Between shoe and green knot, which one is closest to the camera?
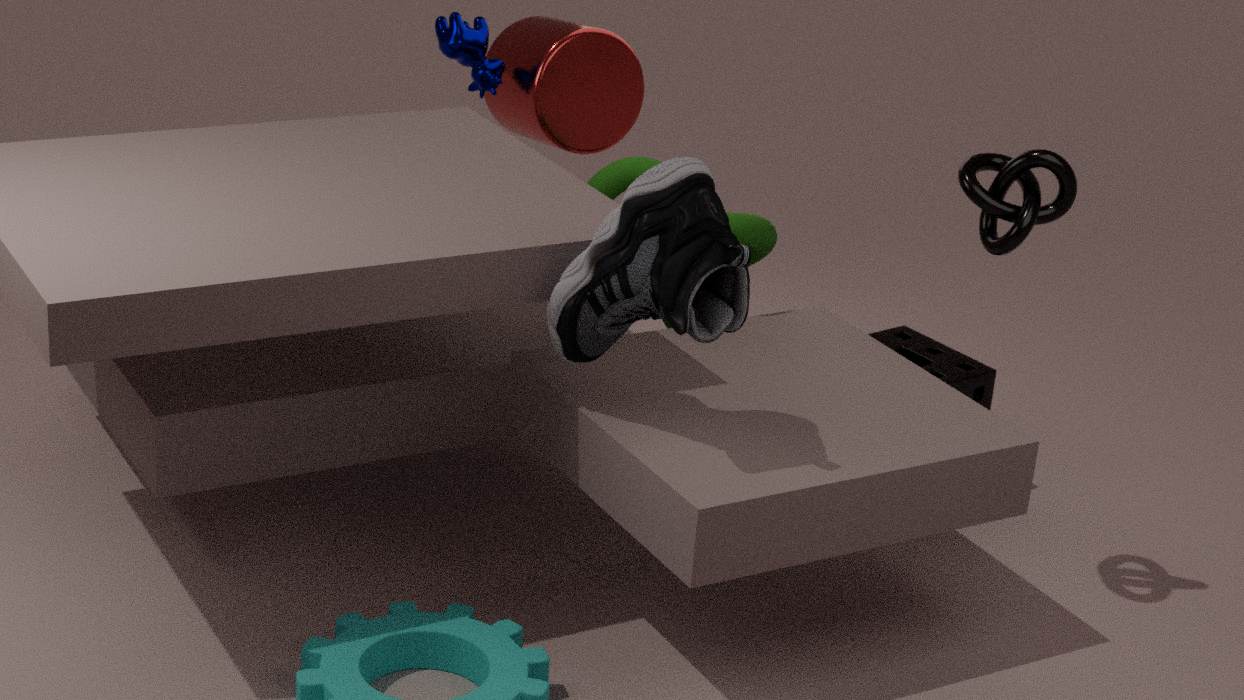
shoe
